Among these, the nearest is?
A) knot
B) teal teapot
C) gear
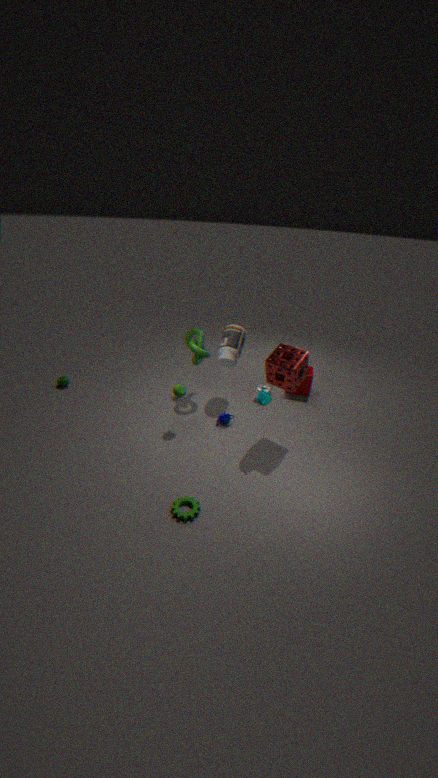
gear
